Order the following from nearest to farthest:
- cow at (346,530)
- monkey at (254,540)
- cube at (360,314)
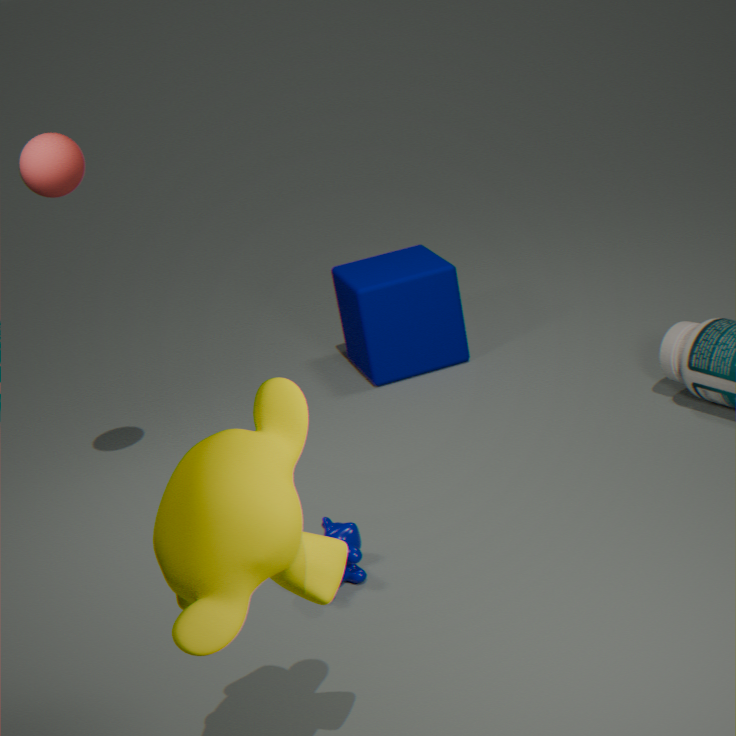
monkey at (254,540)
cow at (346,530)
cube at (360,314)
